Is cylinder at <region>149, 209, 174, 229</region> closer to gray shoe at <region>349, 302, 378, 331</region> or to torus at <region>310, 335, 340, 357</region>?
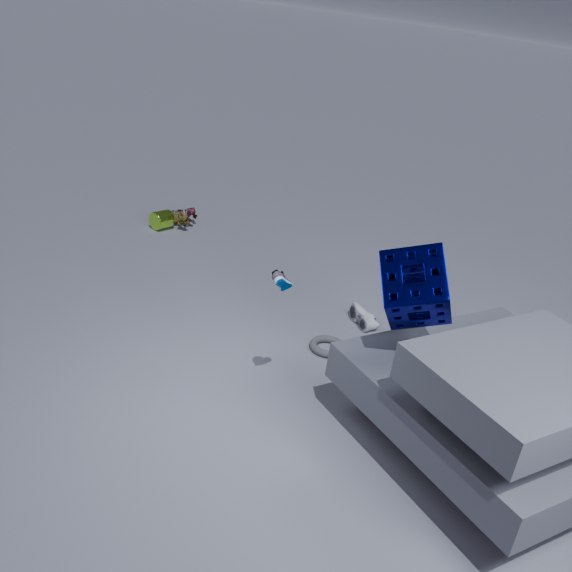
gray shoe at <region>349, 302, 378, 331</region>
